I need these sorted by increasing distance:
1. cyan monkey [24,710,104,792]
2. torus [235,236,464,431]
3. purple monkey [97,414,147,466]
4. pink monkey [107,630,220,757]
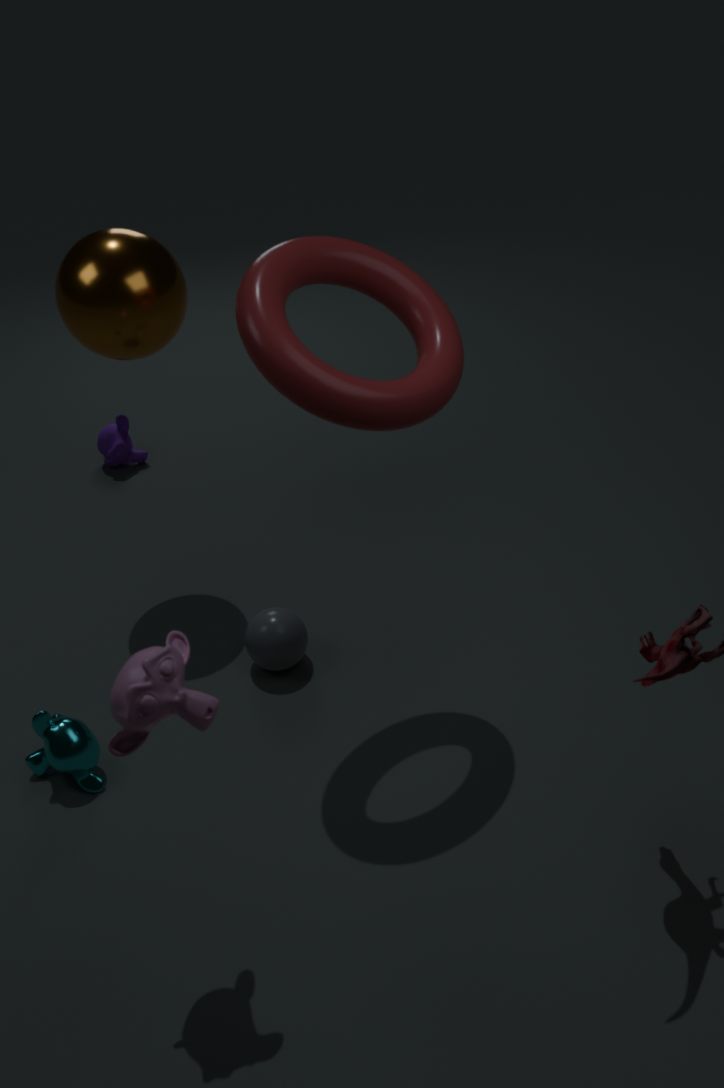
pink monkey [107,630,220,757] < torus [235,236,464,431] < cyan monkey [24,710,104,792] < purple monkey [97,414,147,466]
